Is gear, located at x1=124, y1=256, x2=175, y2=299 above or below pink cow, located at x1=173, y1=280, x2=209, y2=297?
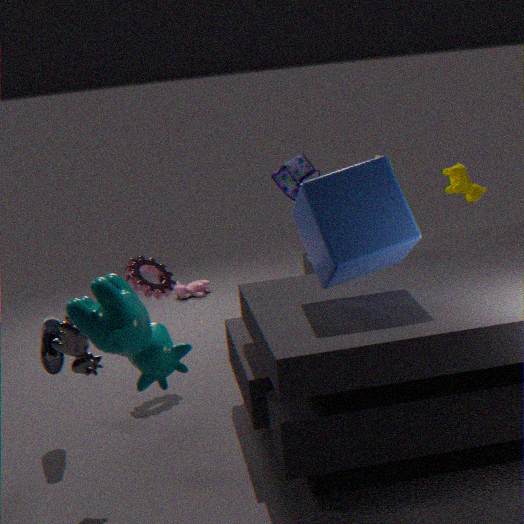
above
